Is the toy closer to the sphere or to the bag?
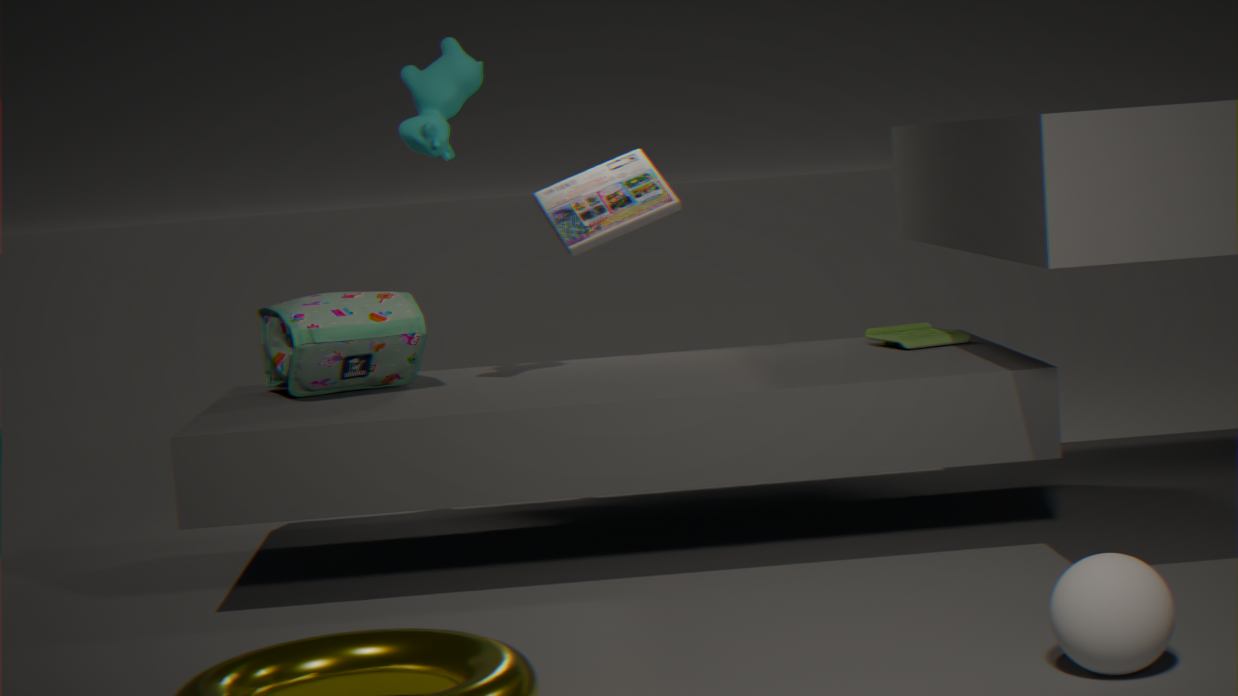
the bag
